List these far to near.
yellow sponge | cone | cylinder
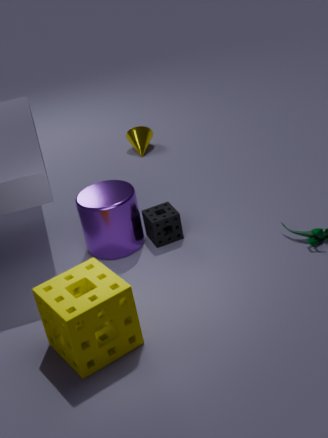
cone
cylinder
yellow sponge
